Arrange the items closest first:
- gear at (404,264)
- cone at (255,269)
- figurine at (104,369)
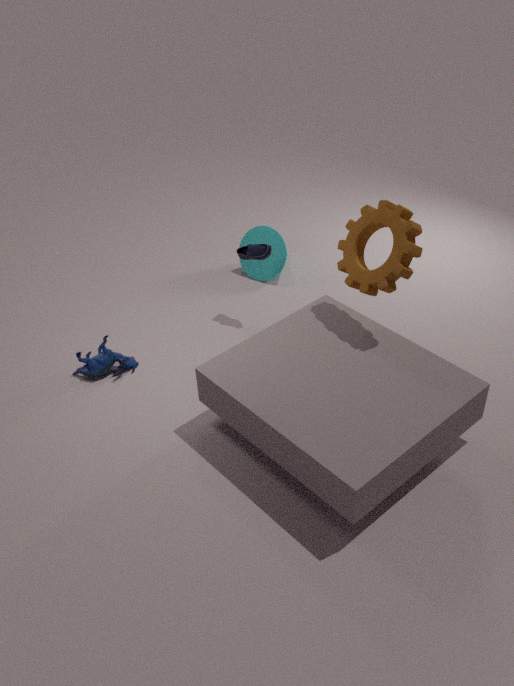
gear at (404,264) < figurine at (104,369) < cone at (255,269)
